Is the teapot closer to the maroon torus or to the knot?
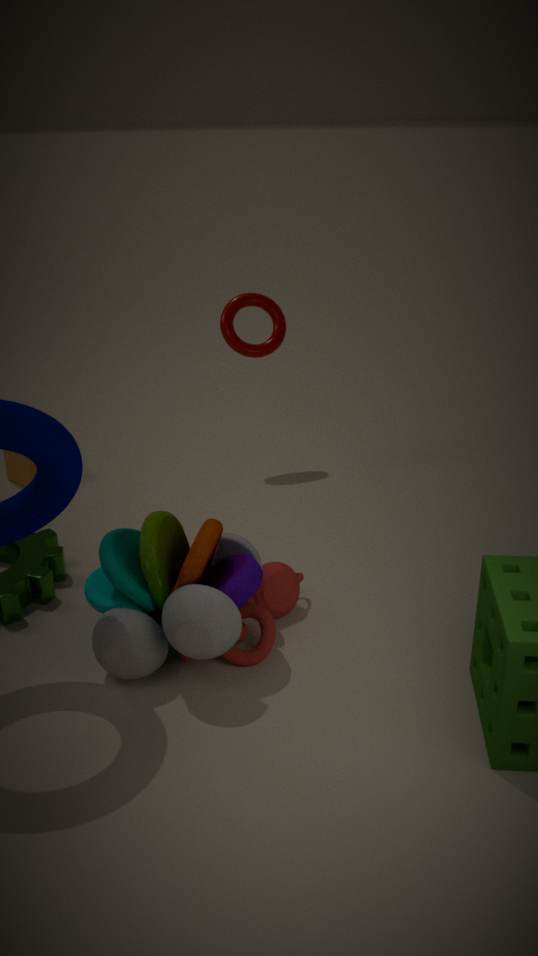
the knot
